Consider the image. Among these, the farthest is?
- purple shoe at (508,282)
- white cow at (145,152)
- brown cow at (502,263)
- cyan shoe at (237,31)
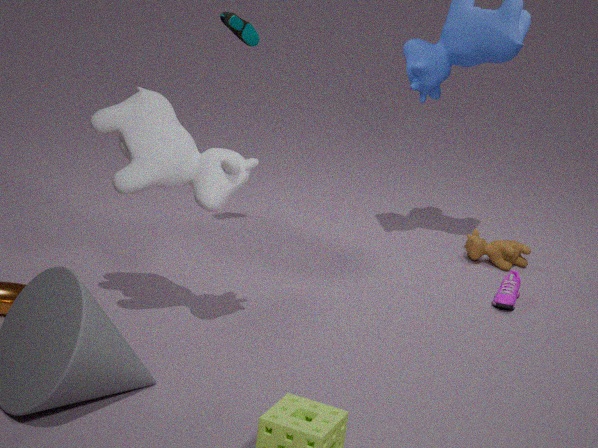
brown cow at (502,263)
